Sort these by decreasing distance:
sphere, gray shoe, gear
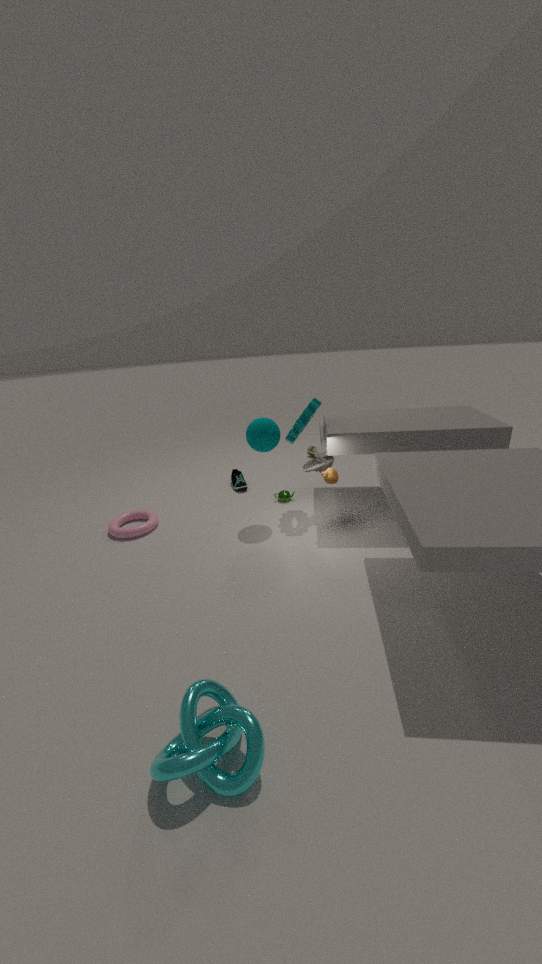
gray shoe < gear < sphere
